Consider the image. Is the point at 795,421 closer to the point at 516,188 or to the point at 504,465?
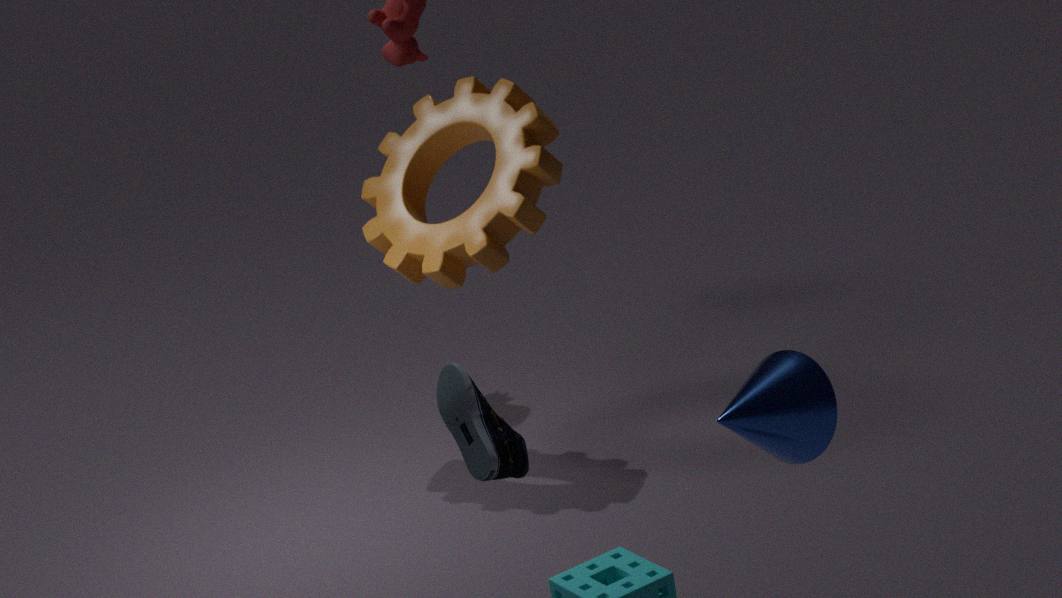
the point at 504,465
